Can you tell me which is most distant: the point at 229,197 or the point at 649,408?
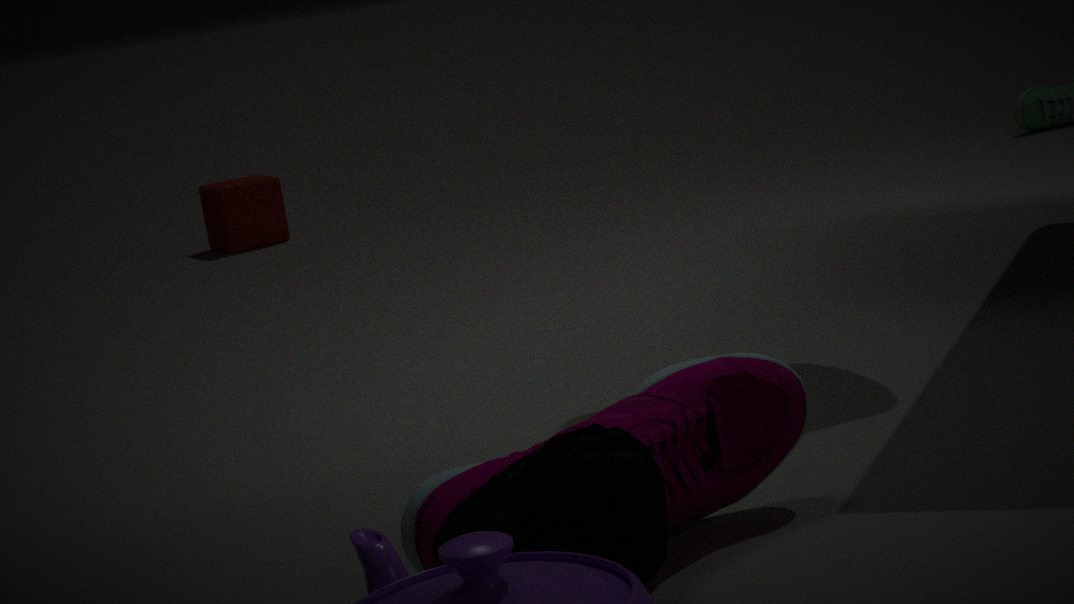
the point at 229,197
